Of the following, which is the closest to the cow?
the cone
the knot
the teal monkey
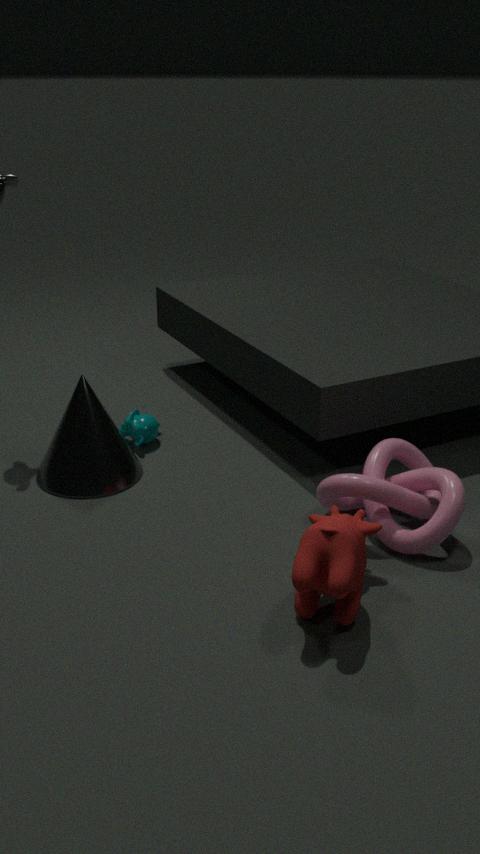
the knot
